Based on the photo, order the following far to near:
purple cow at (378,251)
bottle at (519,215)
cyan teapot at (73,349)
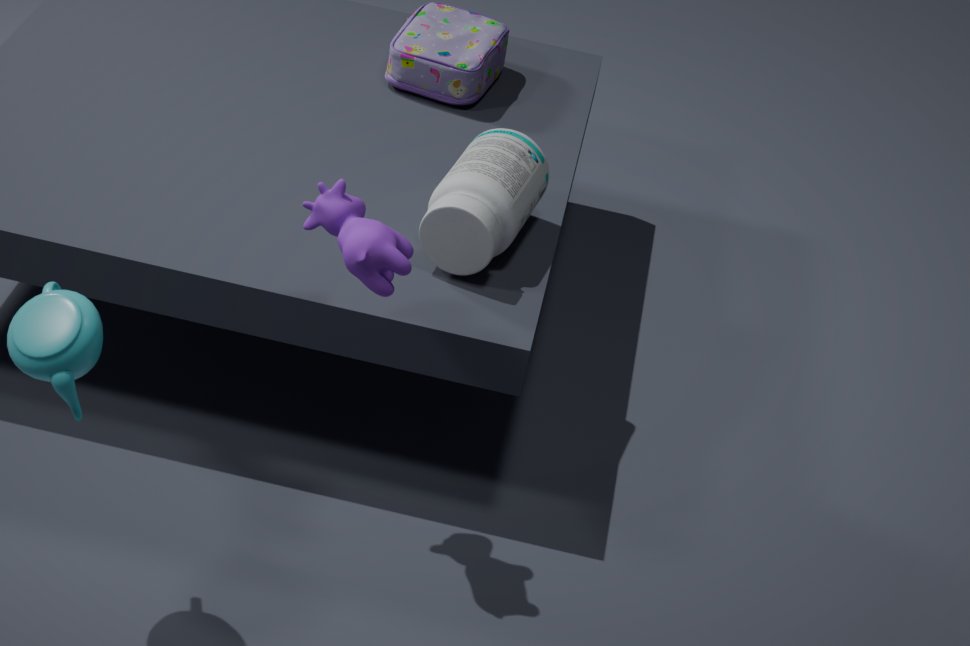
bottle at (519,215) < purple cow at (378,251) < cyan teapot at (73,349)
